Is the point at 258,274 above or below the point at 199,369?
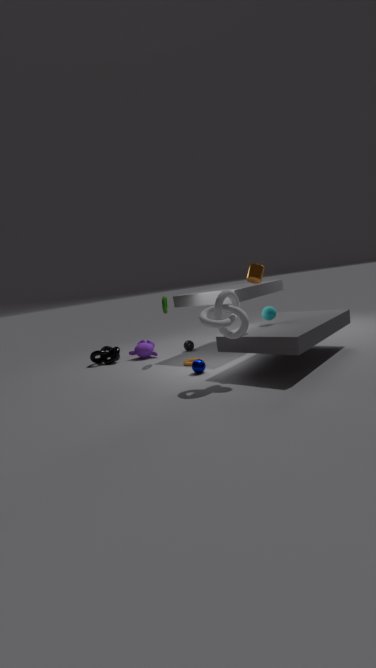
above
